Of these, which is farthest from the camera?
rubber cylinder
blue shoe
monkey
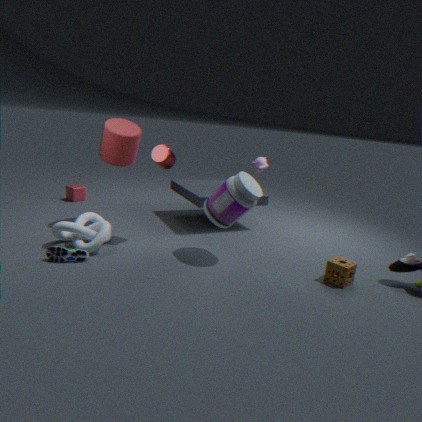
monkey
